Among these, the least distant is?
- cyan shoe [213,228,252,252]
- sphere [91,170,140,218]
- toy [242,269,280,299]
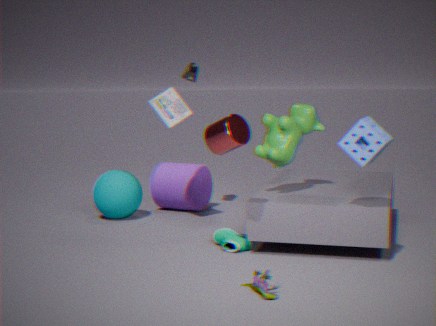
toy [242,269,280,299]
